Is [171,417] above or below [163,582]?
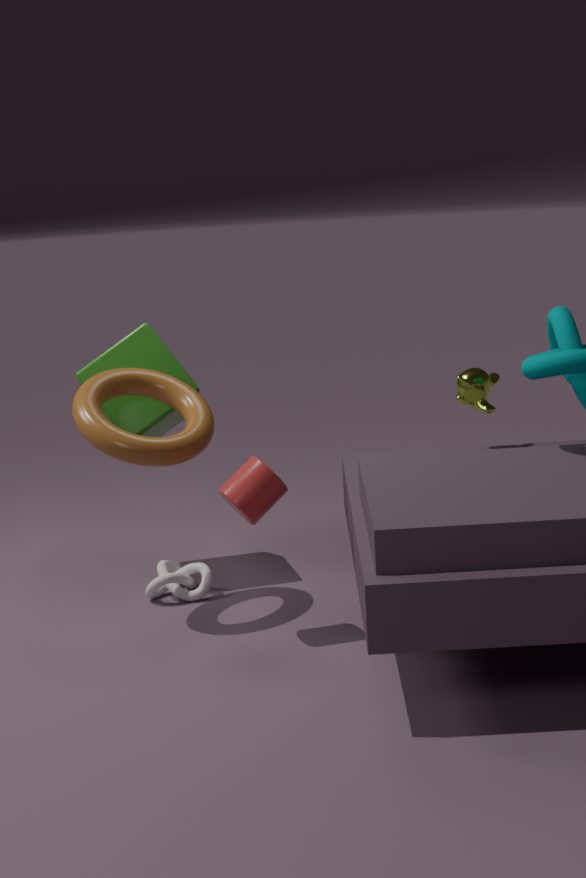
above
